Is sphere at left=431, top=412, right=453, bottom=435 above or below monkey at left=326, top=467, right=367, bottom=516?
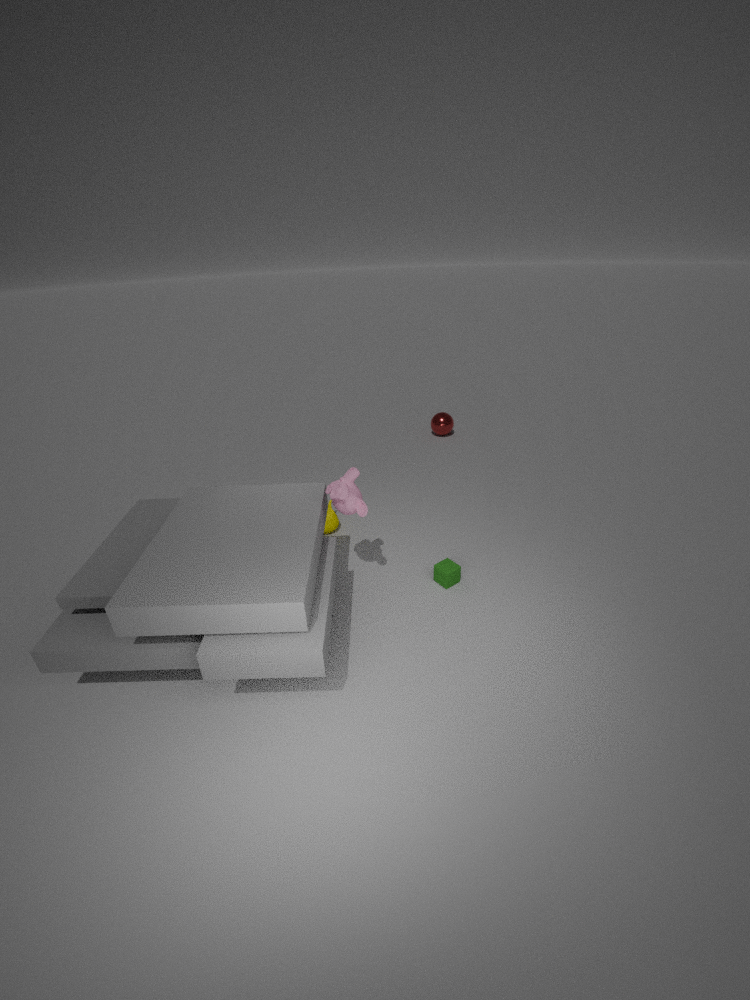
below
